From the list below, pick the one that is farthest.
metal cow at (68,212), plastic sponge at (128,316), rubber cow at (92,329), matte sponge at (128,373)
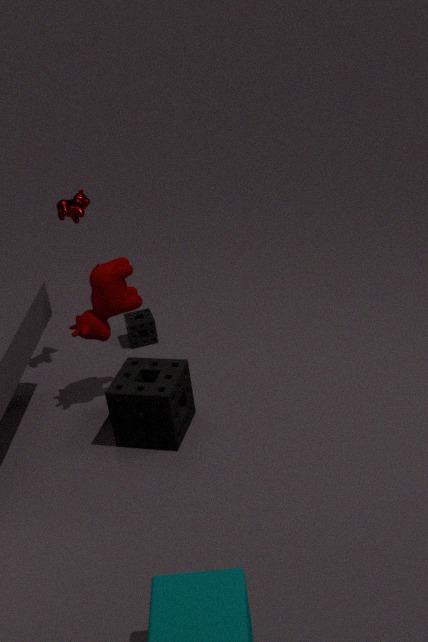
plastic sponge at (128,316)
